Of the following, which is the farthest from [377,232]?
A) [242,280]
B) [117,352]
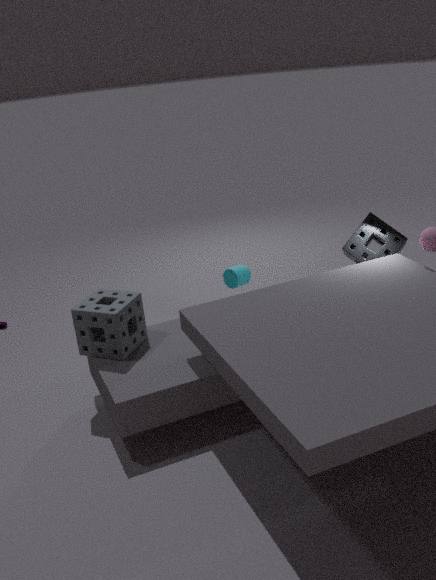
[117,352]
